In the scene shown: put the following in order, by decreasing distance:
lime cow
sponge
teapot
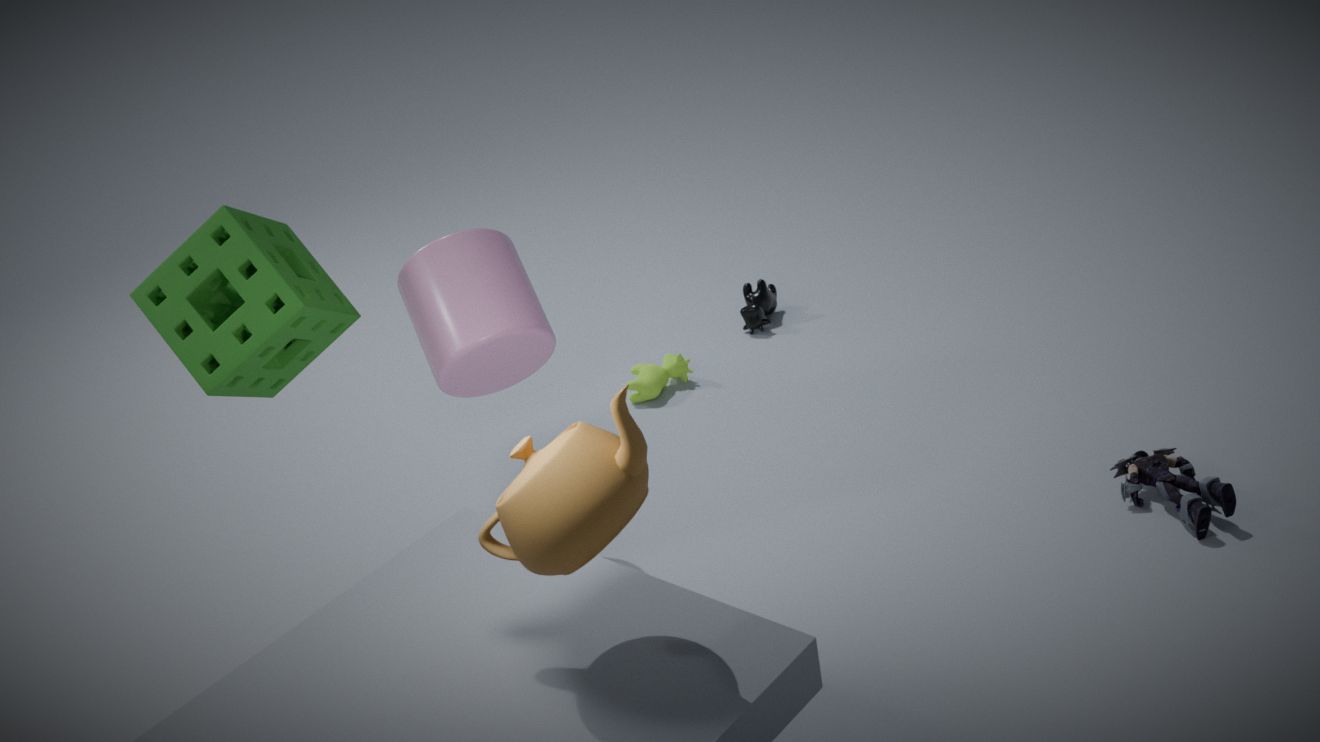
1. lime cow
2. sponge
3. teapot
